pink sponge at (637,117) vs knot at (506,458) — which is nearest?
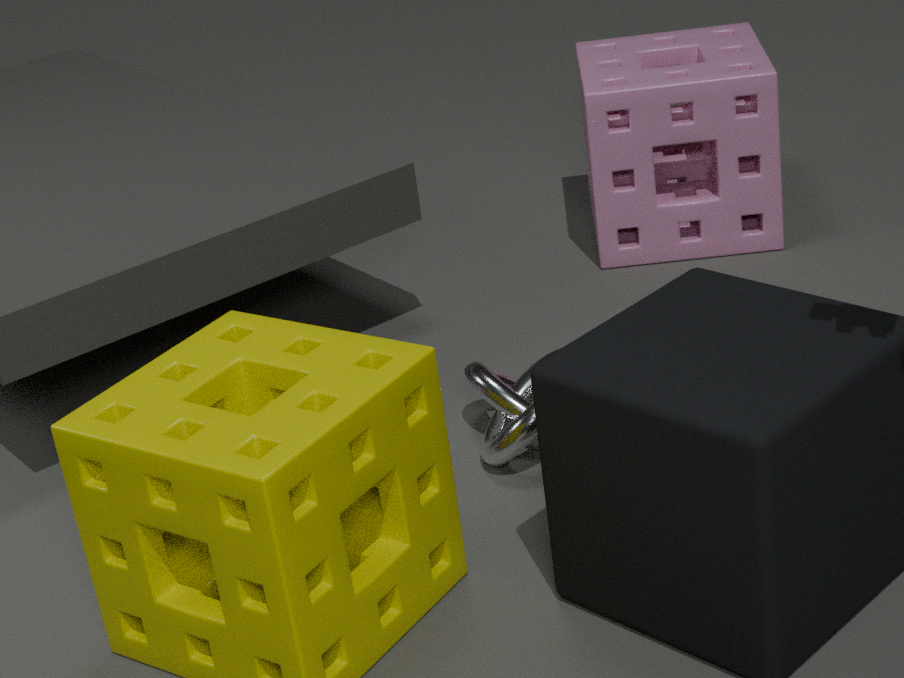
knot at (506,458)
